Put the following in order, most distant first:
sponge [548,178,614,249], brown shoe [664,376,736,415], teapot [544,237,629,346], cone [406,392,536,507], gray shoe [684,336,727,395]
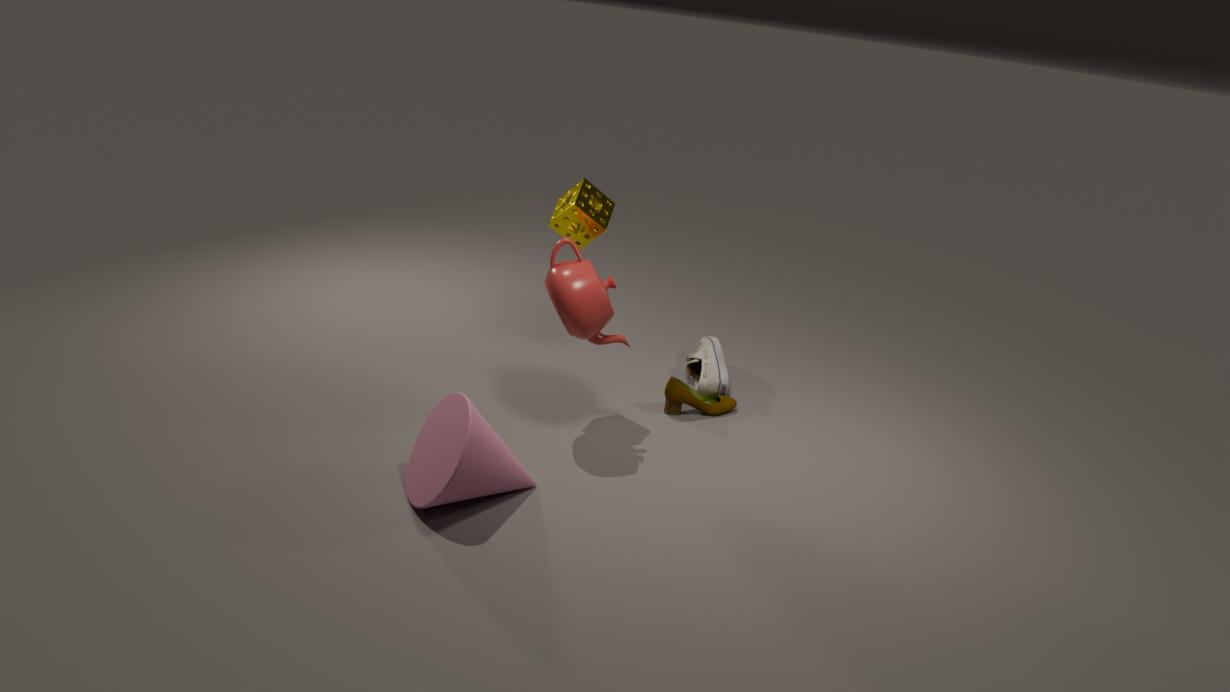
gray shoe [684,336,727,395]
brown shoe [664,376,736,415]
sponge [548,178,614,249]
teapot [544,237,629,346]
cone [406,392,536,507]
